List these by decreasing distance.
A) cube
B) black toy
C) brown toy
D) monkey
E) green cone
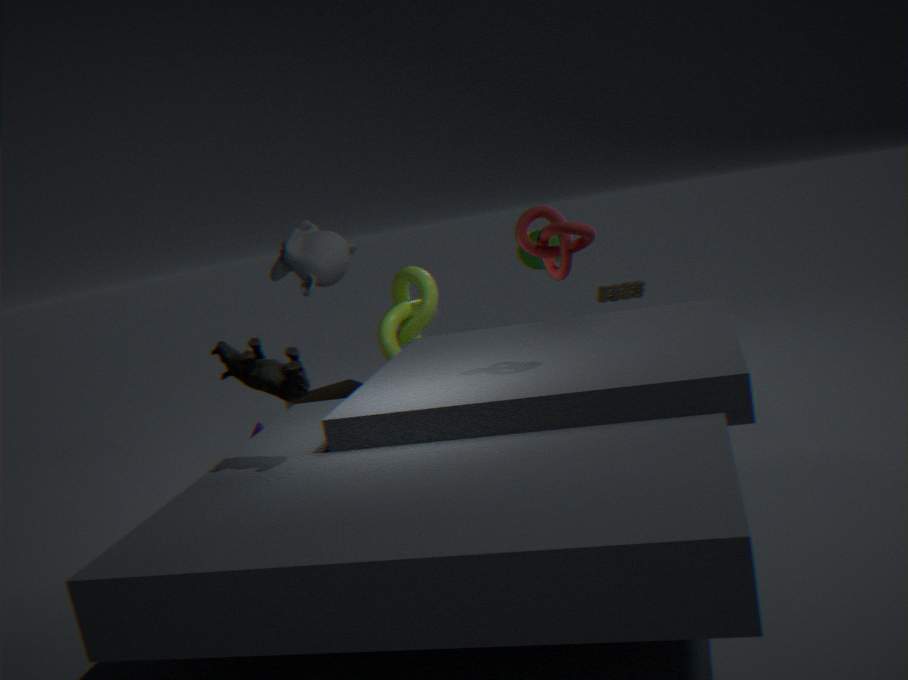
brown toy, green cone, cube, monkey, black toy
